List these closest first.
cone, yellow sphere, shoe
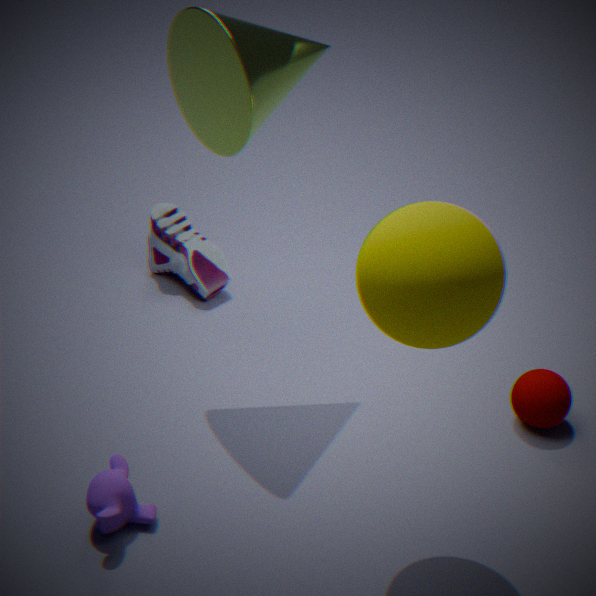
1. yellow sphere
2. cone
3. shoe
